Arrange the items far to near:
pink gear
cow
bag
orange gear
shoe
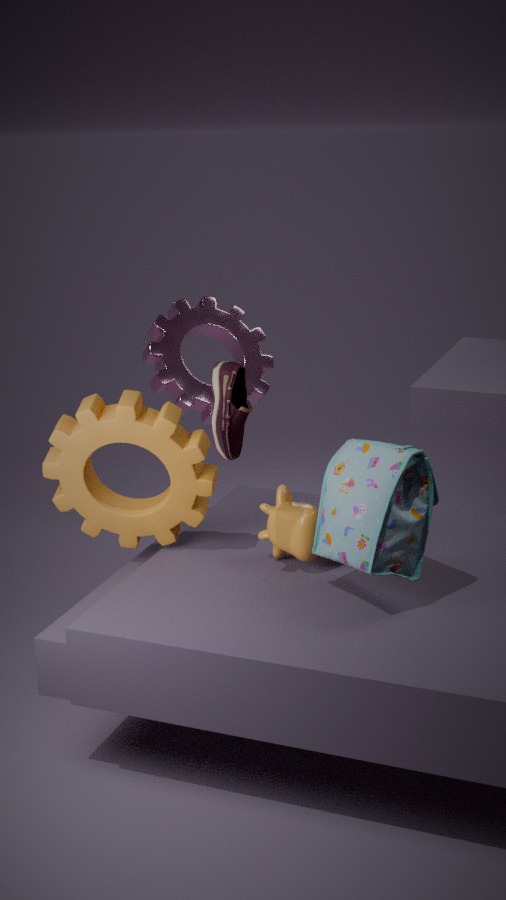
1. pink gear
2. orange gear
3. cow
4. shoe
5. bag
